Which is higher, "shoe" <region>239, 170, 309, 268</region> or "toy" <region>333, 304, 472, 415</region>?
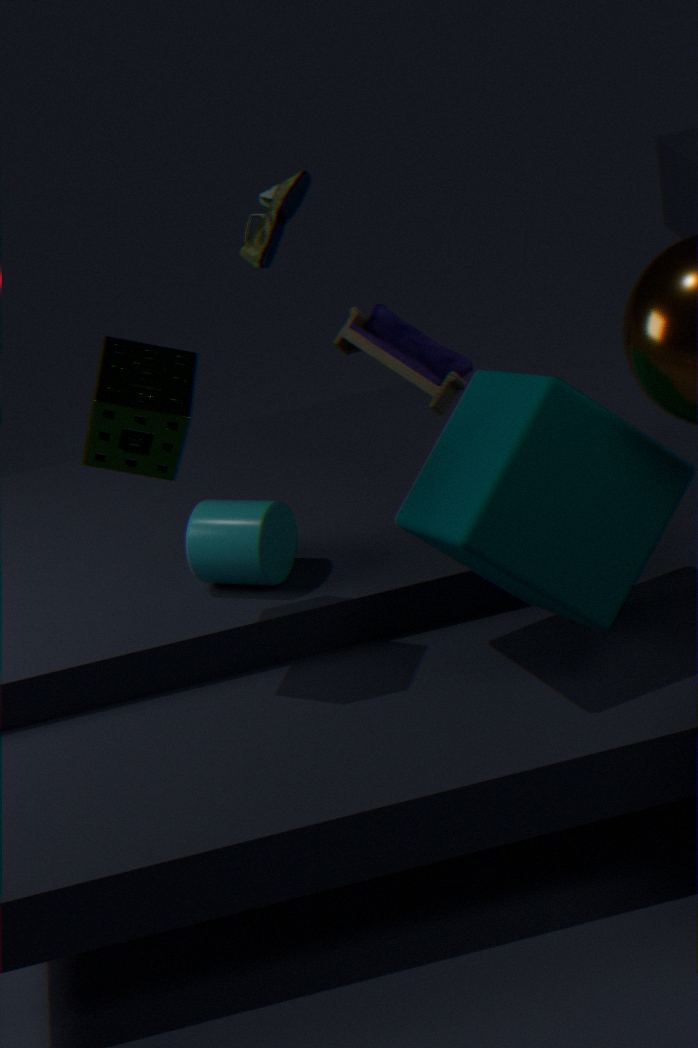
"shoe" <region>239, 170, 309, 268</region>
